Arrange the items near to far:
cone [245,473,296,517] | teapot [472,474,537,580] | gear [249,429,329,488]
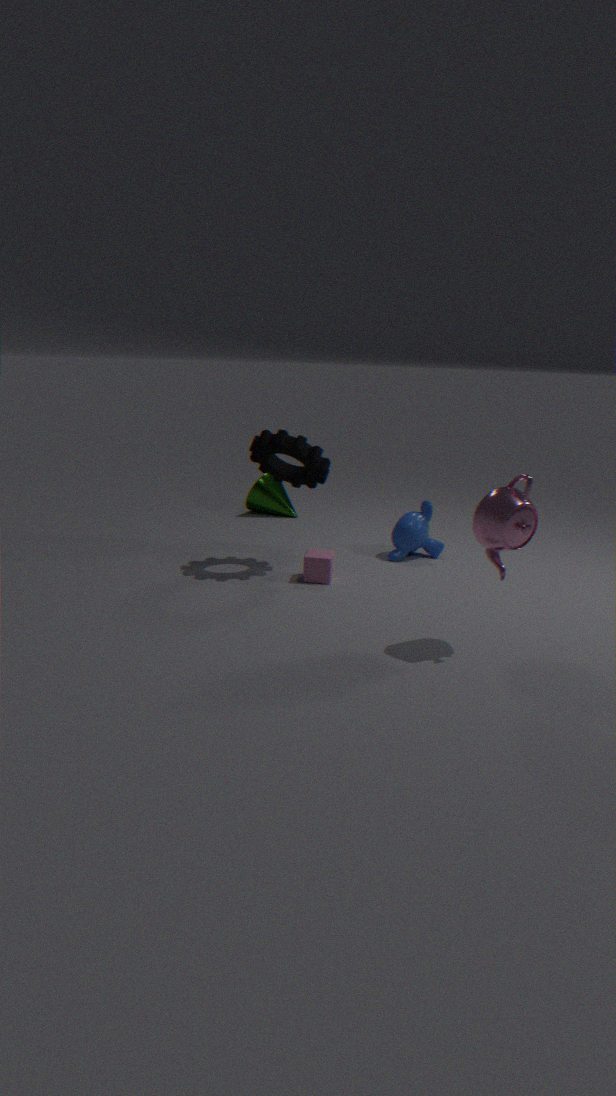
teapot [472,474,537,580], gear [249,429,329,488], cone [245,473,296,517]
